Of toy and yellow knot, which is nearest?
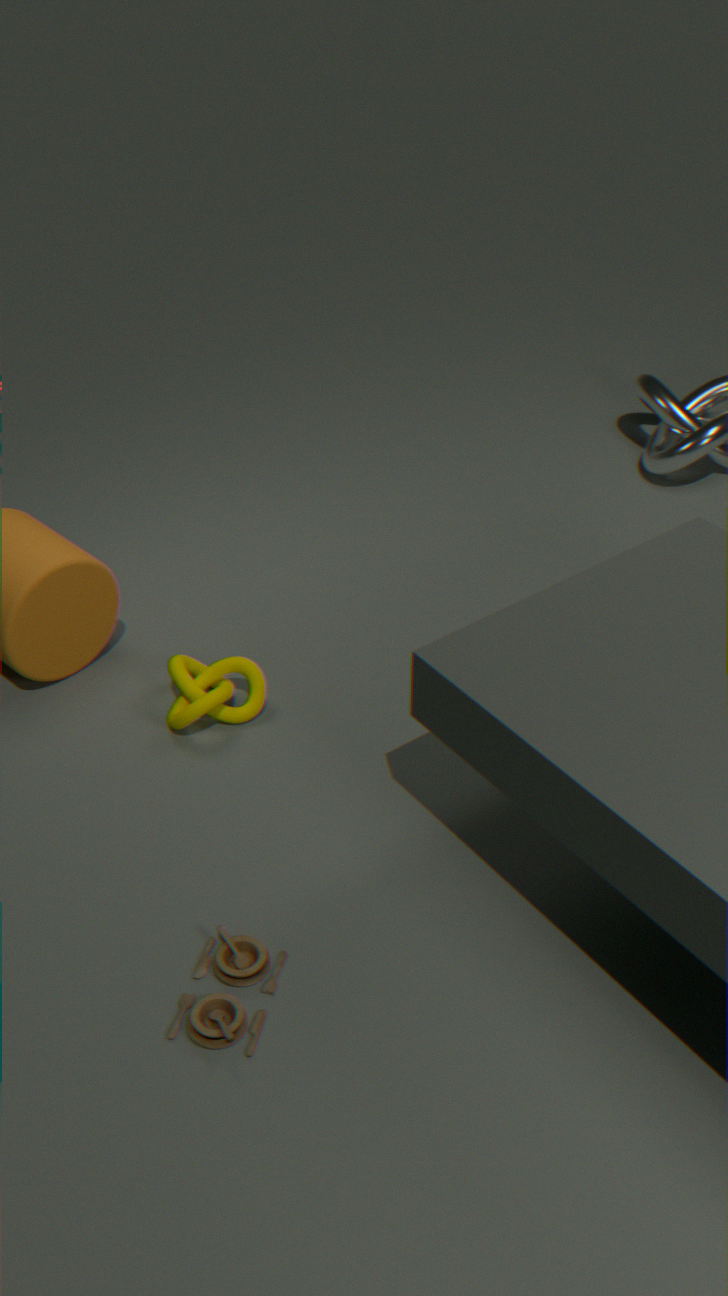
toy
